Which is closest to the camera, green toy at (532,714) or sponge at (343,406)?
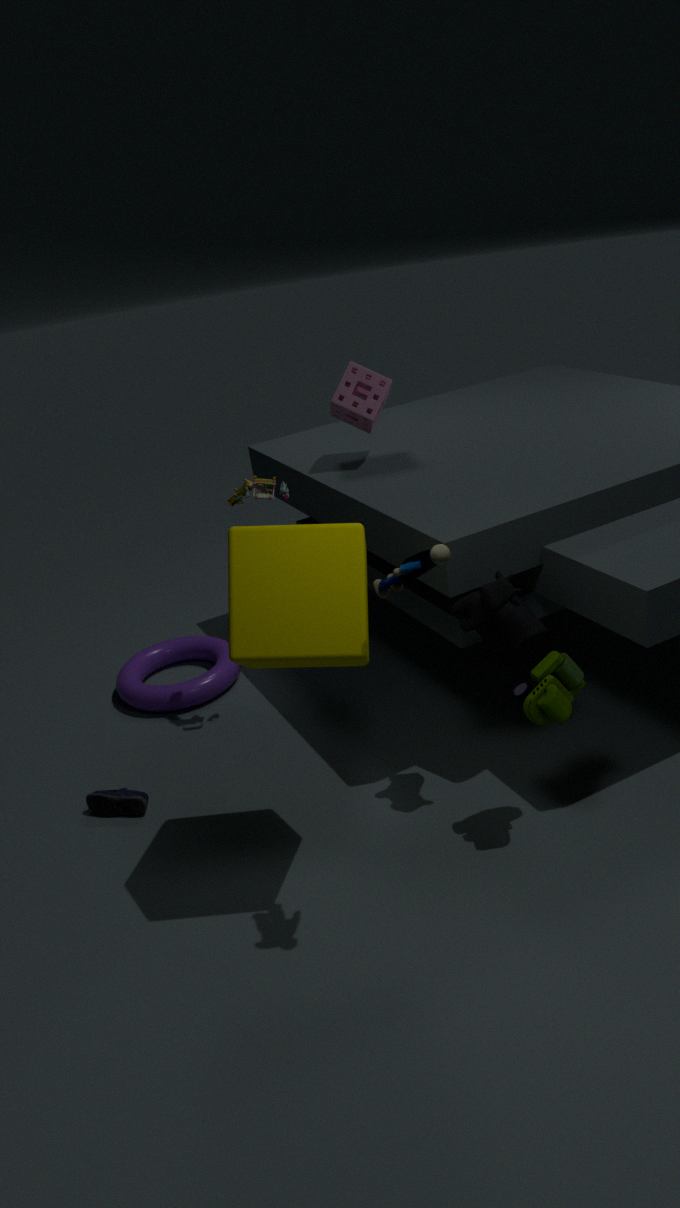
green toy at (532,714)
